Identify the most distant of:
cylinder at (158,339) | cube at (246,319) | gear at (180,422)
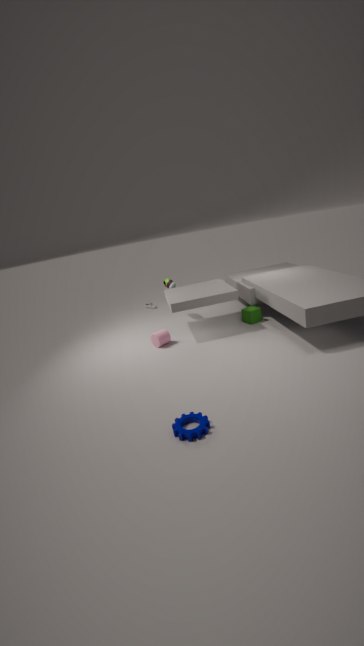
cube at (246,319)
